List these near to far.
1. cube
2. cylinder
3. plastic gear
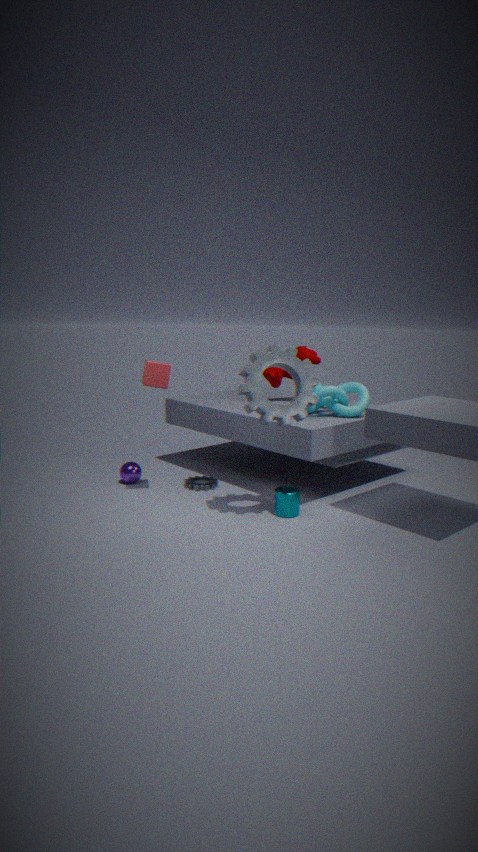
plastic gear → cylinder → cube
